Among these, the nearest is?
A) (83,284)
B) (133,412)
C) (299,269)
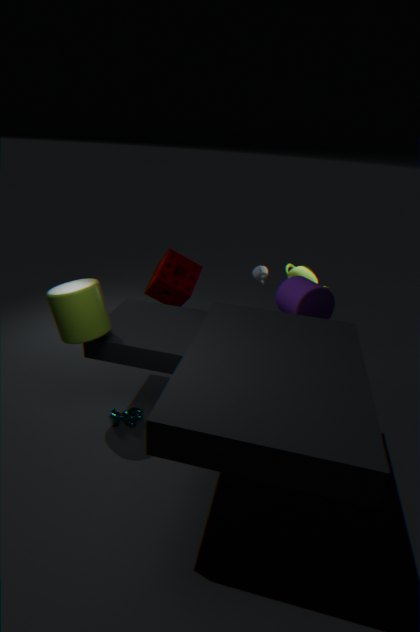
(83,284)
